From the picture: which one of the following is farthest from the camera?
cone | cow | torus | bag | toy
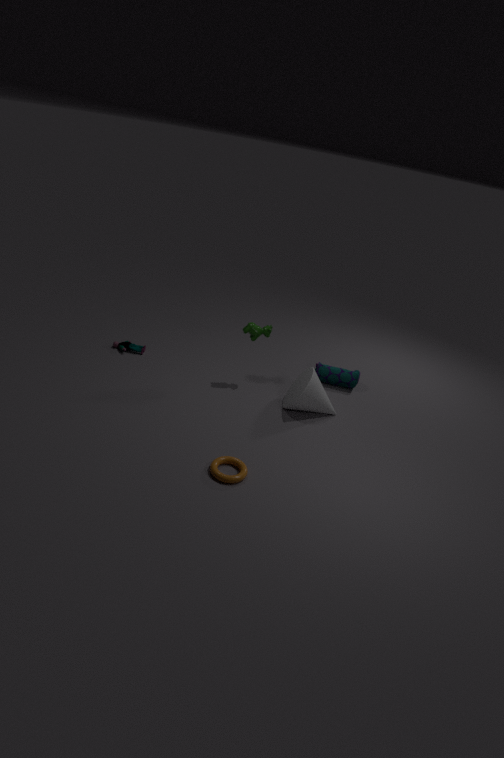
bag
